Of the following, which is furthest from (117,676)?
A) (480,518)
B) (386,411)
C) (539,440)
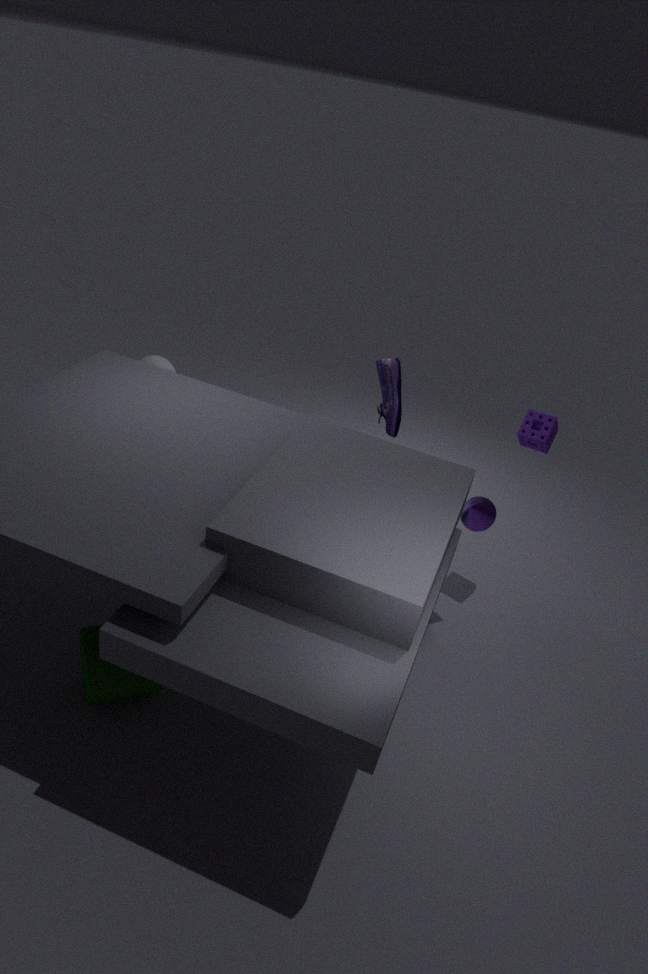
(539,440)
